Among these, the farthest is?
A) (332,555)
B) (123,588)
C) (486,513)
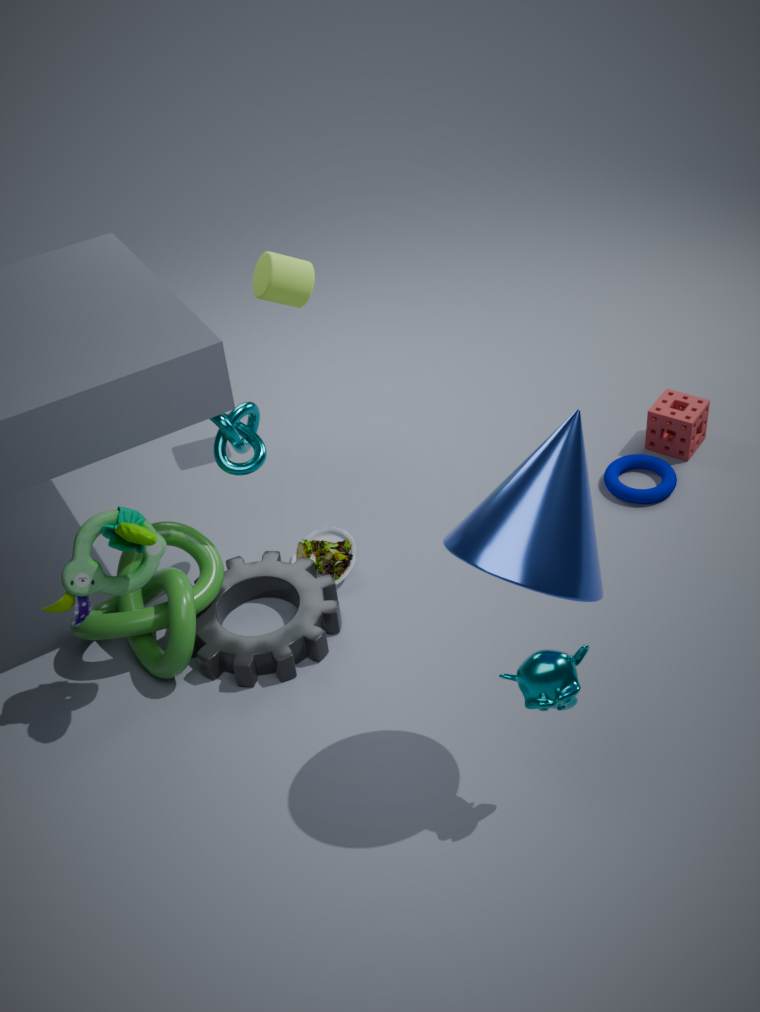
(332,555)
